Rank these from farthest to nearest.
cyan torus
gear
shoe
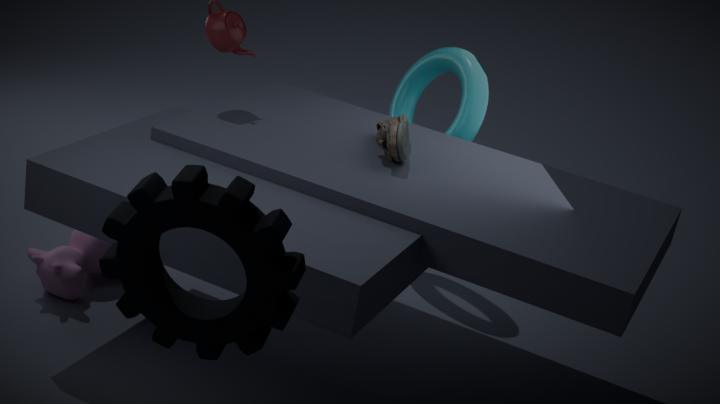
cyan torus → shoe → gear
